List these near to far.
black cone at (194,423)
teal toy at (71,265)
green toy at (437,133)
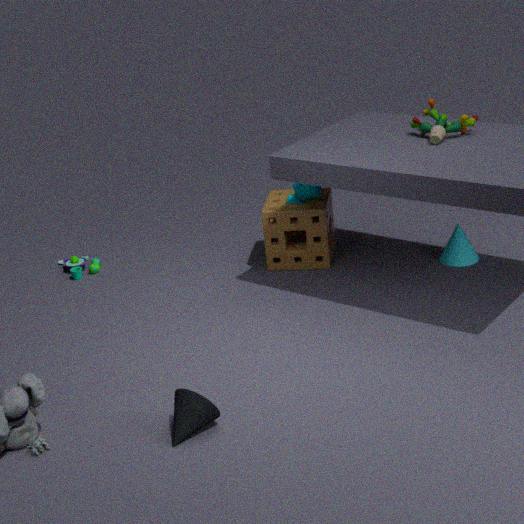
black cone at (194,423) → green toy at (437,133) → teal toy at (71,265)
